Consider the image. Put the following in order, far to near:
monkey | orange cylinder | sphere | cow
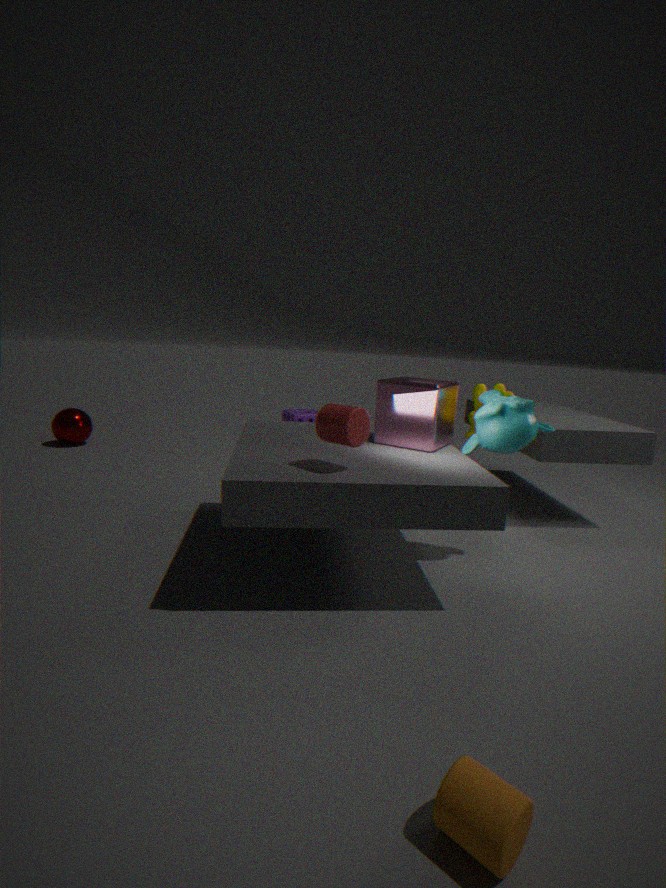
sphere, cow, monkey, orange cylinder
